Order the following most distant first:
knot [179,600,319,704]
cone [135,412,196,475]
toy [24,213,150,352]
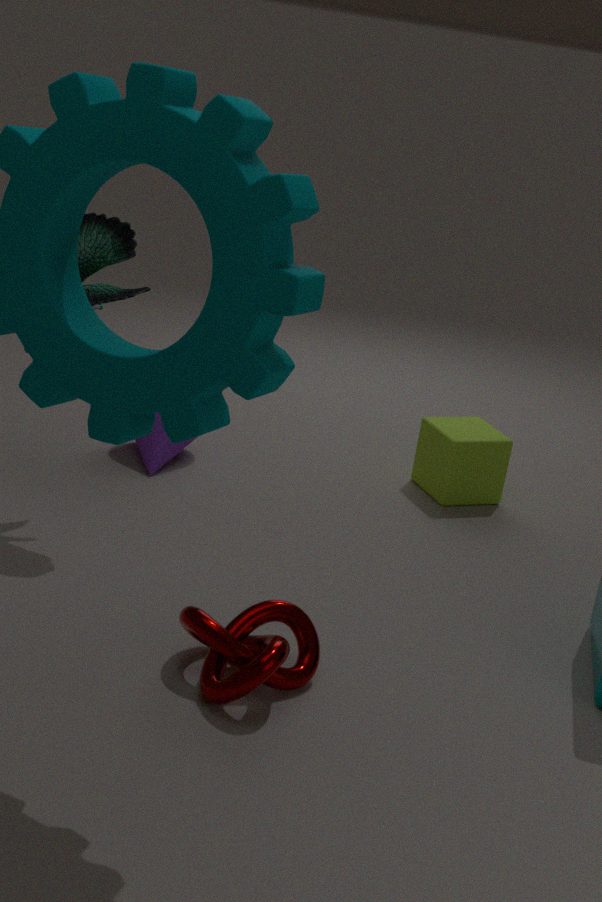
cone [135,412,196,475]
toy [24,213,150,352]
knot [179,600,319,704]
